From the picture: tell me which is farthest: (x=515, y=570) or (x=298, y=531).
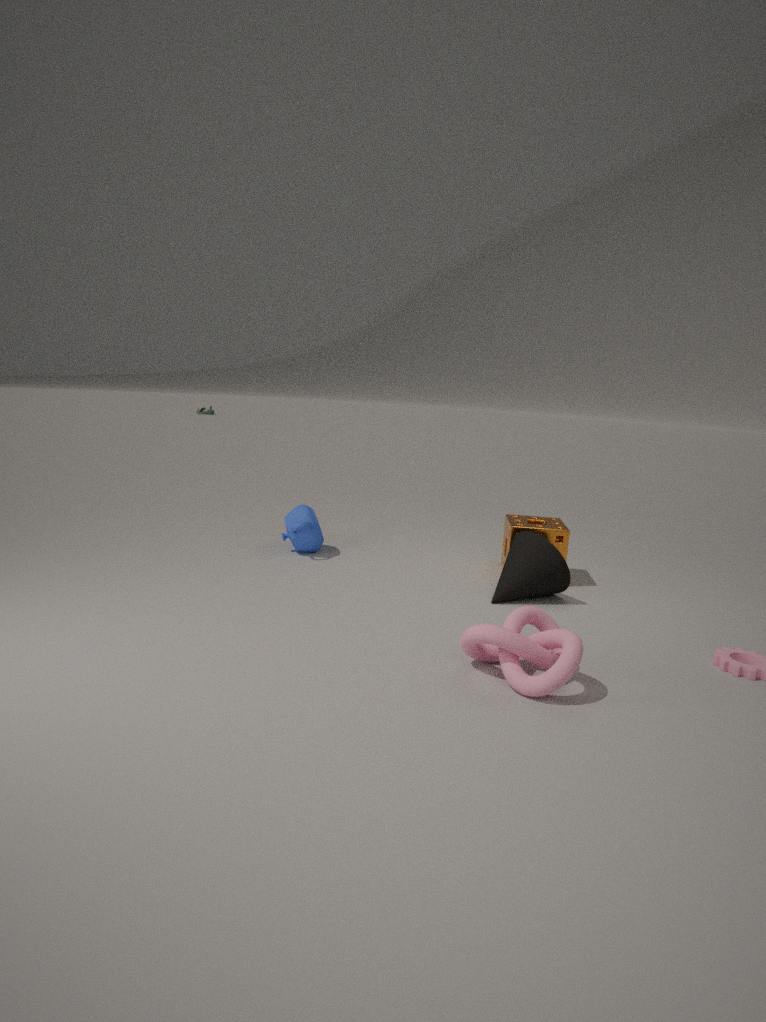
(x=298, y=531)
